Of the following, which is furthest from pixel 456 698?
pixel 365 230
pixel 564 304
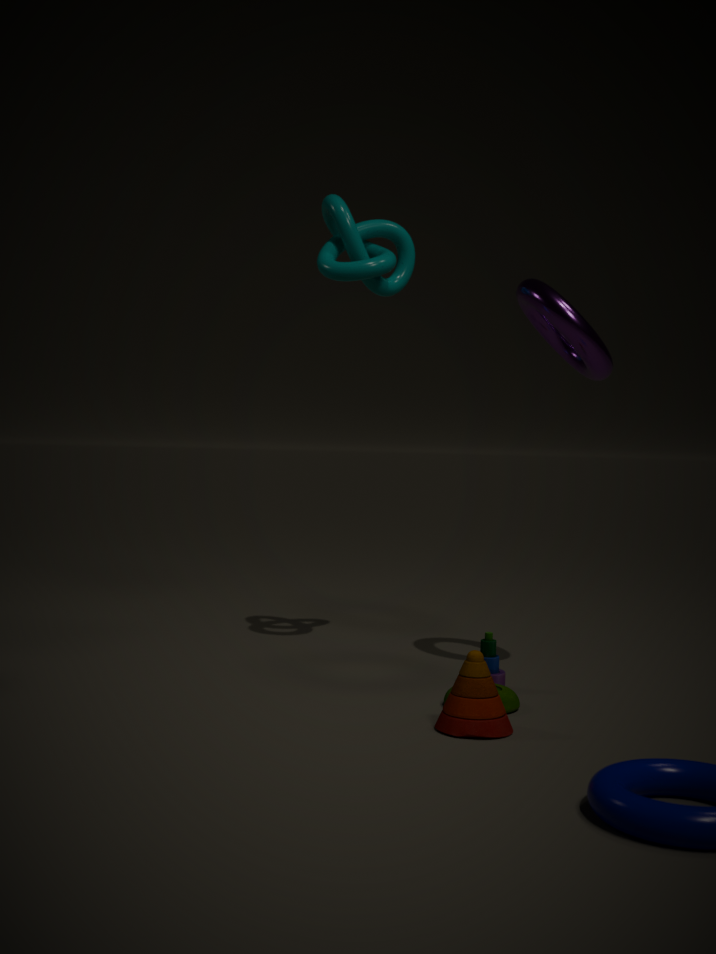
pixel 365 230
